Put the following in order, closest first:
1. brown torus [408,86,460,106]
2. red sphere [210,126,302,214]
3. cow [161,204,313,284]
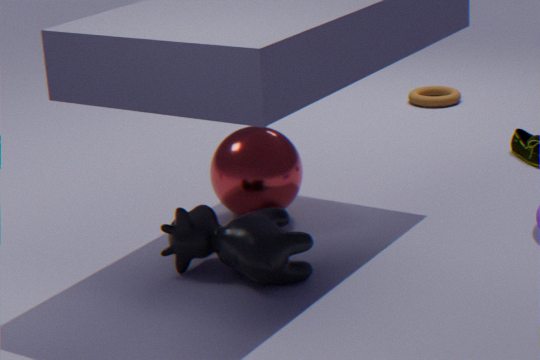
1. cow [161,204,313,284]
2. red sphere [210,126,302,214]
3. brown torus [408,86,460,106]
